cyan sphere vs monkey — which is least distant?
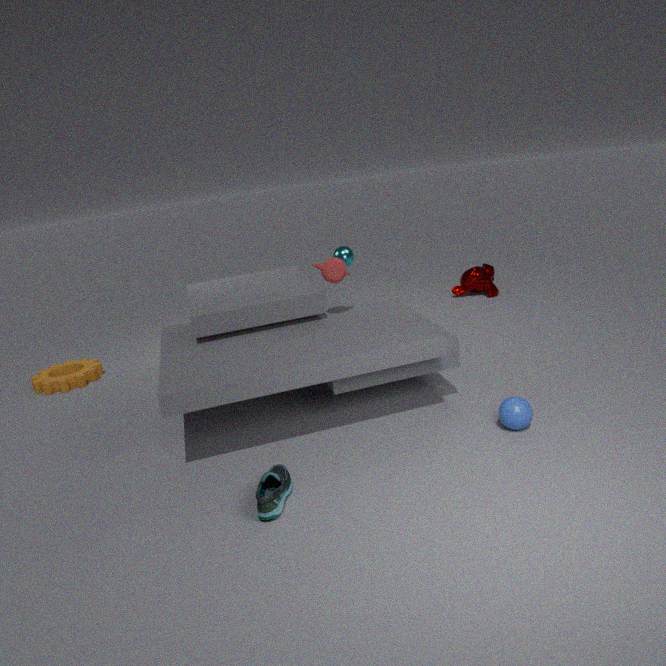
cyan sphere
